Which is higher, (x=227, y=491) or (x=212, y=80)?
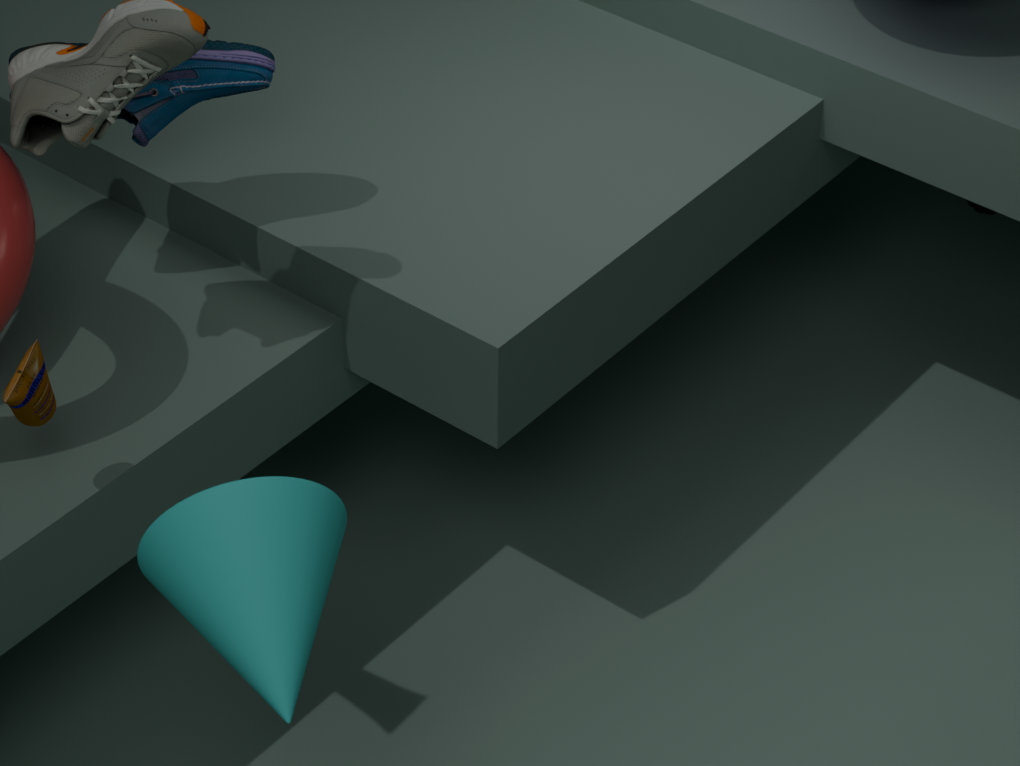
(x=212, y=80)
